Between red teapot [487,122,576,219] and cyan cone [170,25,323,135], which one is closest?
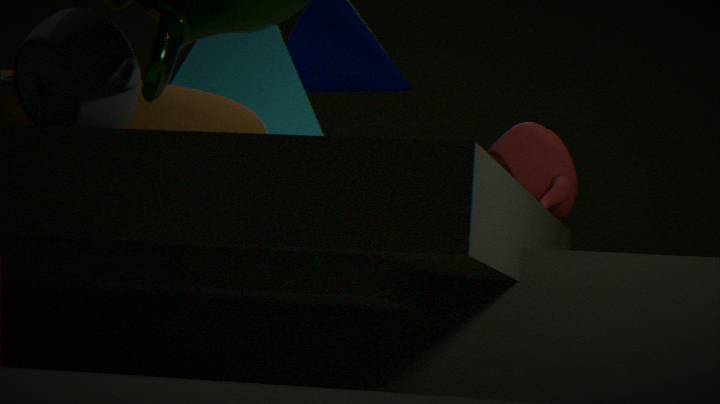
red teapot [487,122,576,219]
